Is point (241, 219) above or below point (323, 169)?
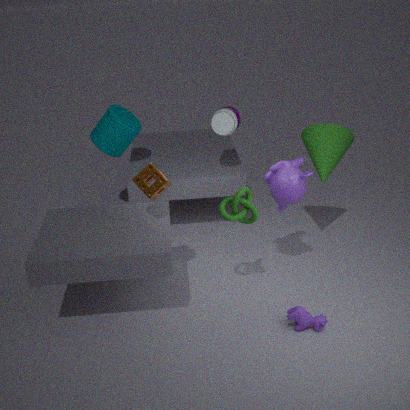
below
